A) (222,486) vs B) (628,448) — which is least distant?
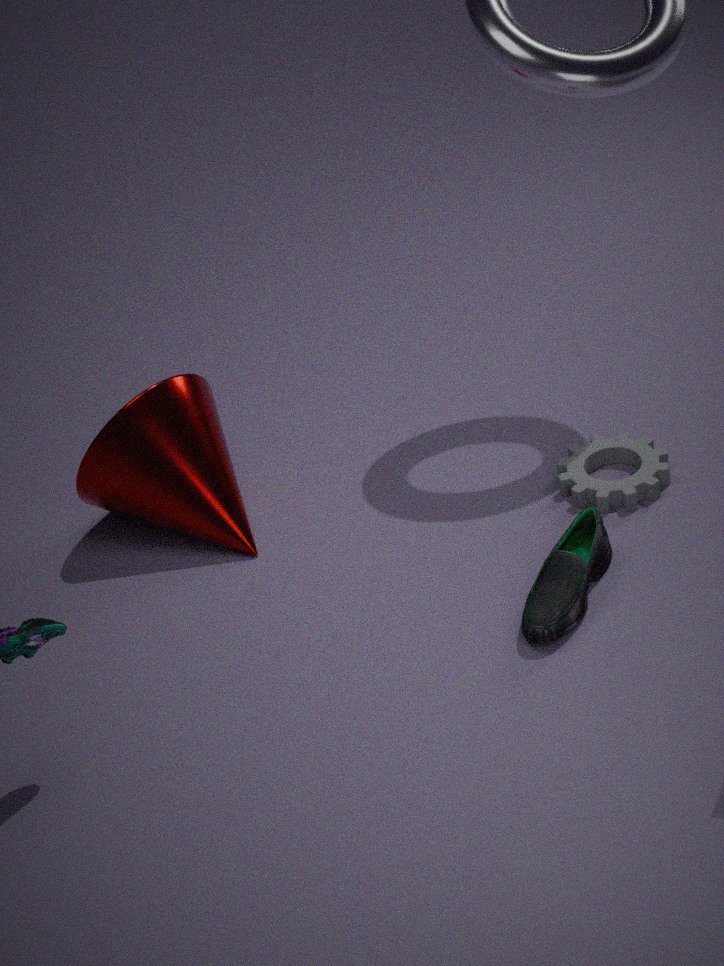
A. (222,486)
